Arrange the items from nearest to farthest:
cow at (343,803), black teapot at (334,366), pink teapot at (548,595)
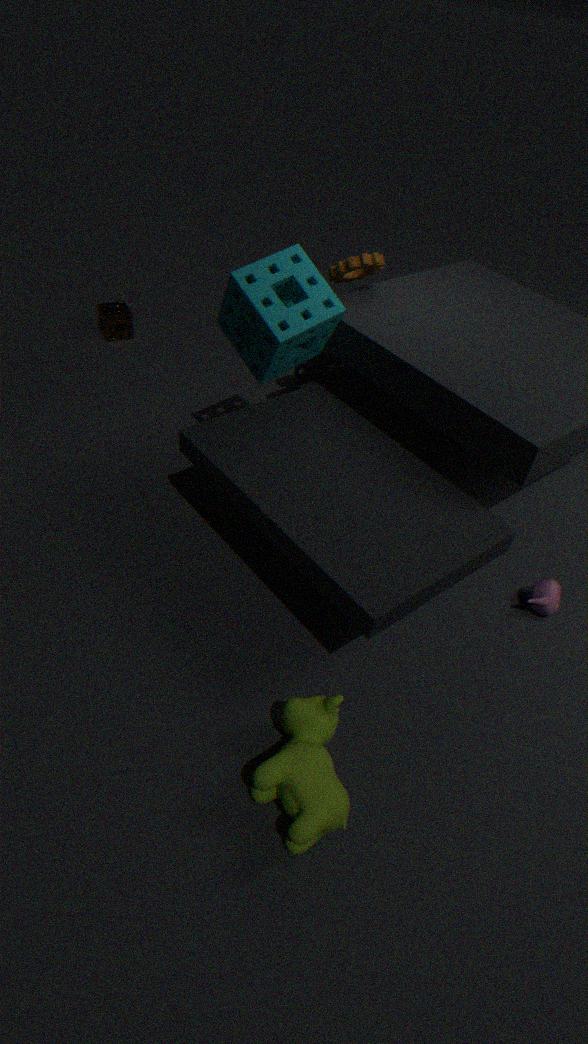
cow at (343,803) → pink teapot at (548,595) → black teapot at (334,366)
